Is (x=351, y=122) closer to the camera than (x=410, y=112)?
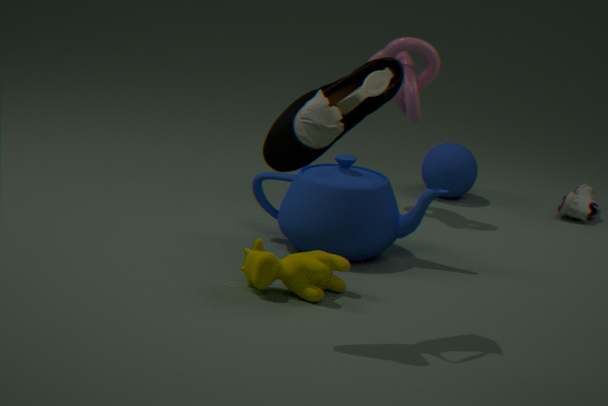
Yes
